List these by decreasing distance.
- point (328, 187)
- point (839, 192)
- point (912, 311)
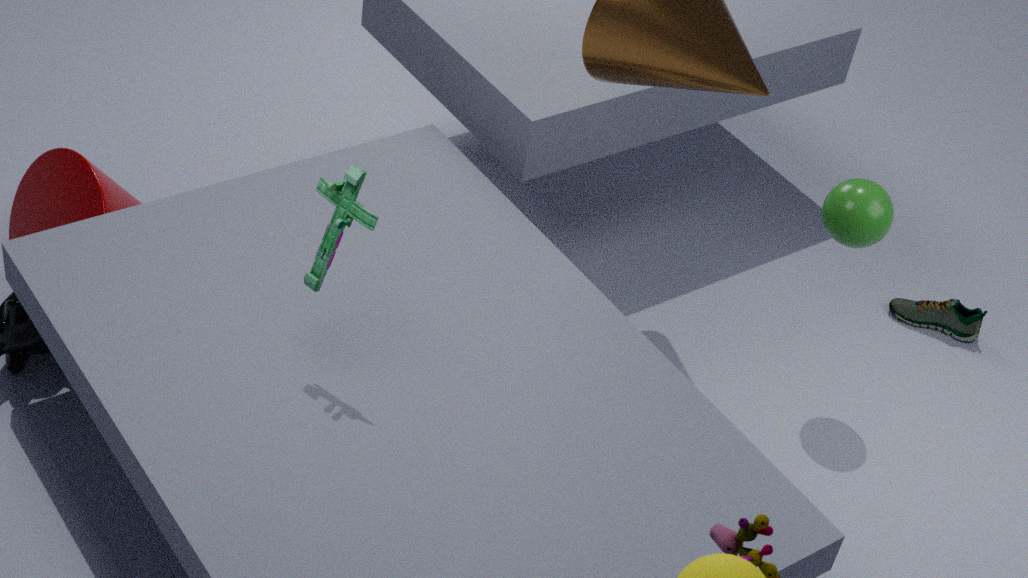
point (912, 311)
point (839, 192)
point (328, 187)
